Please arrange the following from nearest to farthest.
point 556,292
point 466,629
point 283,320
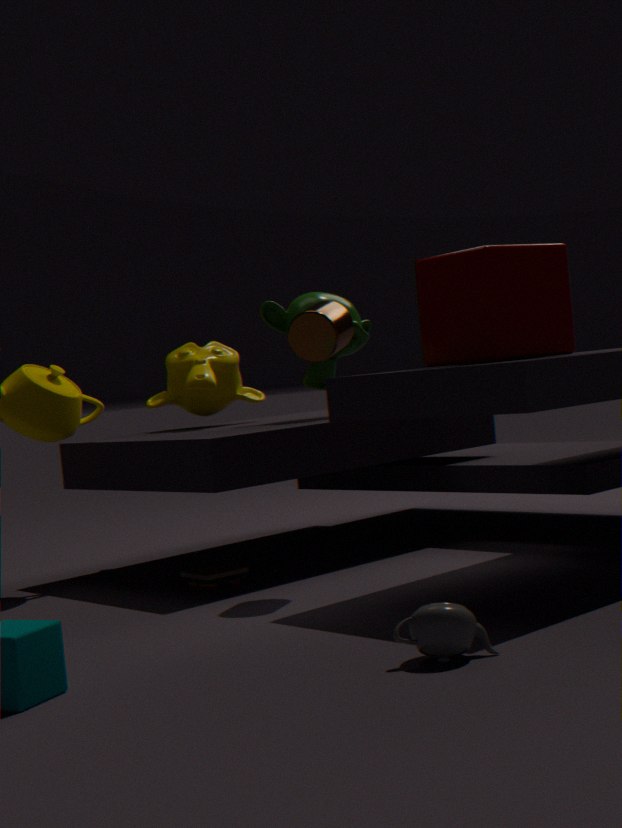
point 466,629 < point 556,292 < point 283,320
